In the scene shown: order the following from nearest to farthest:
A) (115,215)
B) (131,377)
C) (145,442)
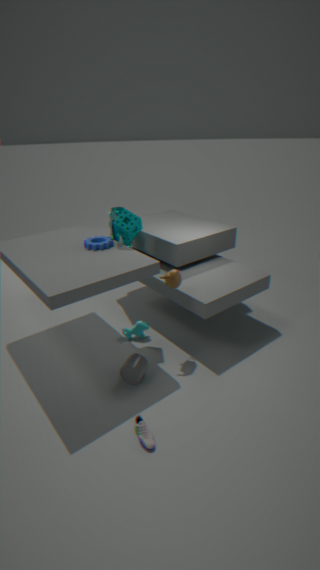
1. (145,442)
2. (131,377)
3. (115,215)
